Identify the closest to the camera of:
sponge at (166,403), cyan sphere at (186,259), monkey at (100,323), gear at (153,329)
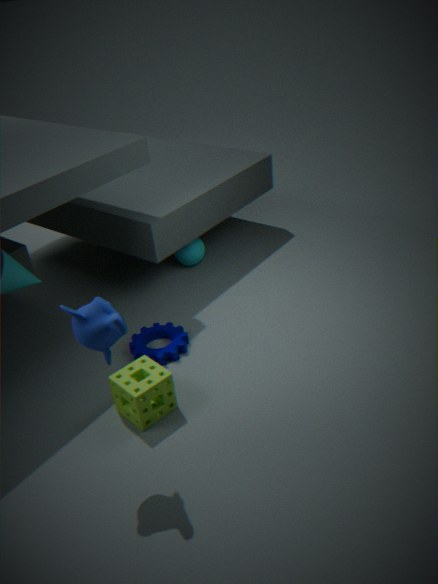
monkey at (100,323)
